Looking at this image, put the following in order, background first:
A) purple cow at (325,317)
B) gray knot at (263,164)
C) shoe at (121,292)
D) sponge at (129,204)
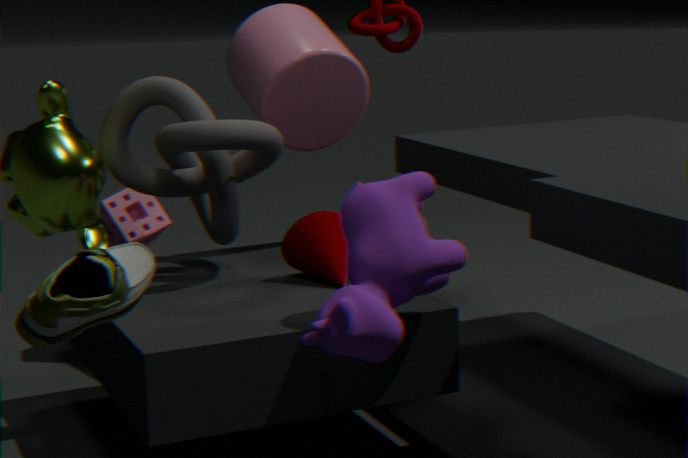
sponge at (129,204) < gray knot at (263,164) < purple cow at (325,317) < shoe at (121,292)
